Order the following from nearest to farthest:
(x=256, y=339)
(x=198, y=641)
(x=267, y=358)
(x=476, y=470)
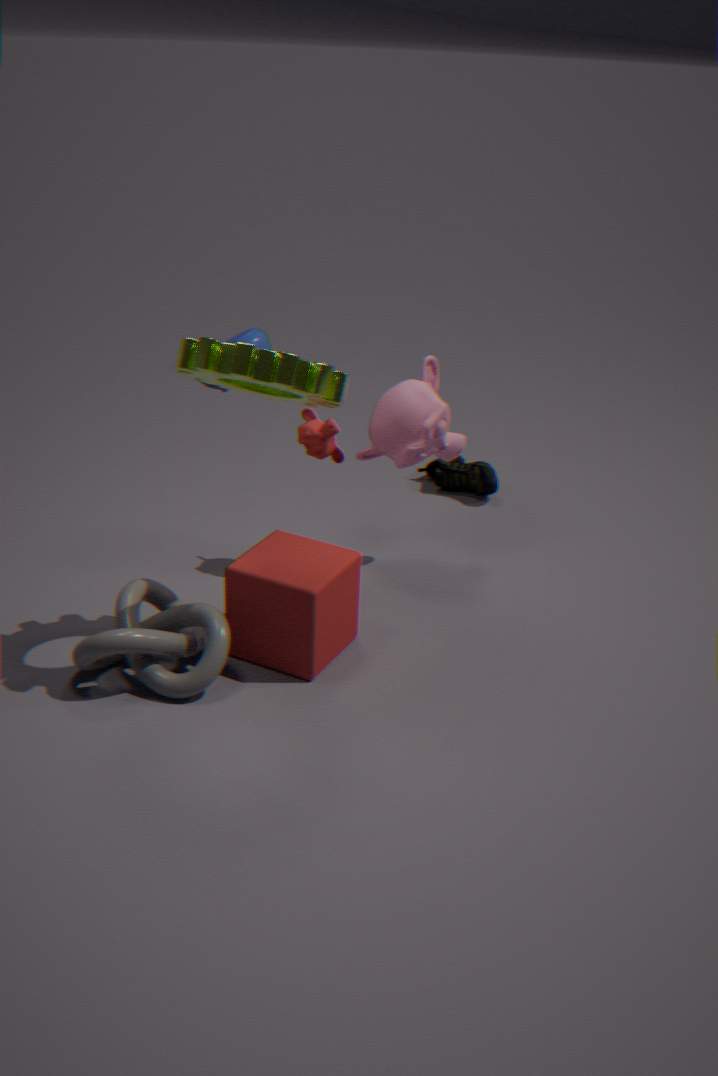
(x=267, y=358)
(x=198, y=641)
(x=476, y=470)
(x=256, y=339)
